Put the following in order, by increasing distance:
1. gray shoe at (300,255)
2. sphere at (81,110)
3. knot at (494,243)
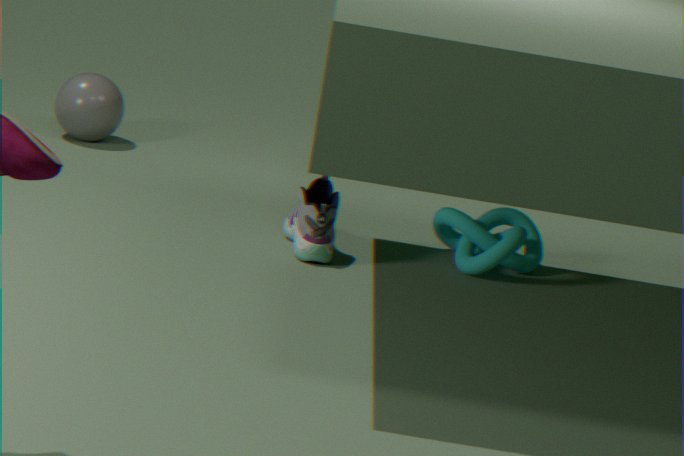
gray shoe at (300,255), knot at (494,243), sphere at (81,110)
